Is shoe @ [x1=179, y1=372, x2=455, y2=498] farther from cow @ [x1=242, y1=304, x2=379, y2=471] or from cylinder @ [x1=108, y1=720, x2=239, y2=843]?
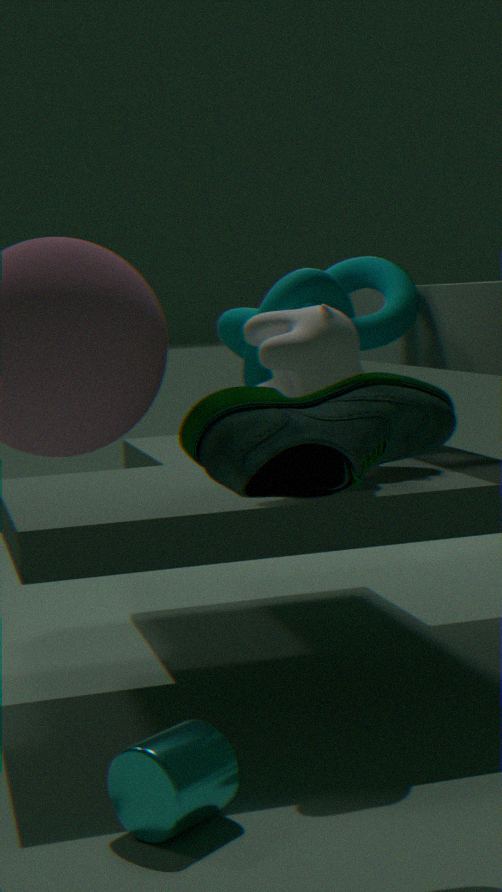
cylinder @ [x1=108, y1=720, x2=239, y2=843]
